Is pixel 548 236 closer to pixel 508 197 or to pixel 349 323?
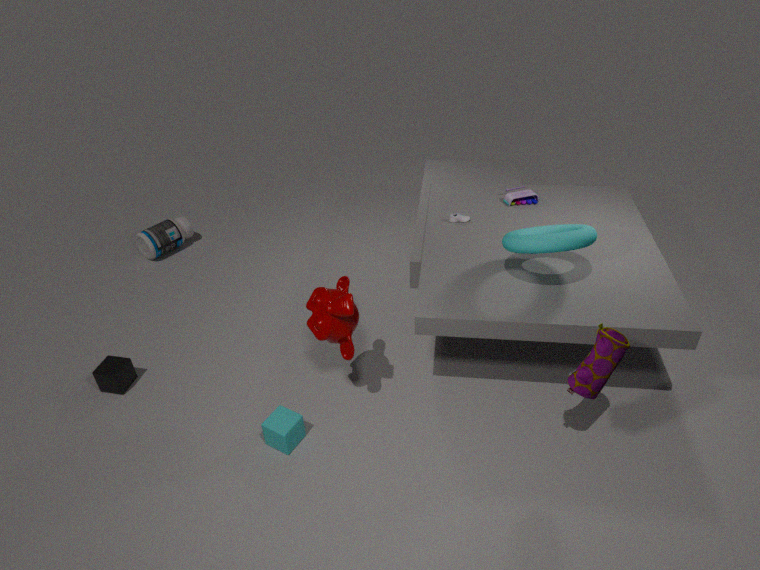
pixel 508 197
